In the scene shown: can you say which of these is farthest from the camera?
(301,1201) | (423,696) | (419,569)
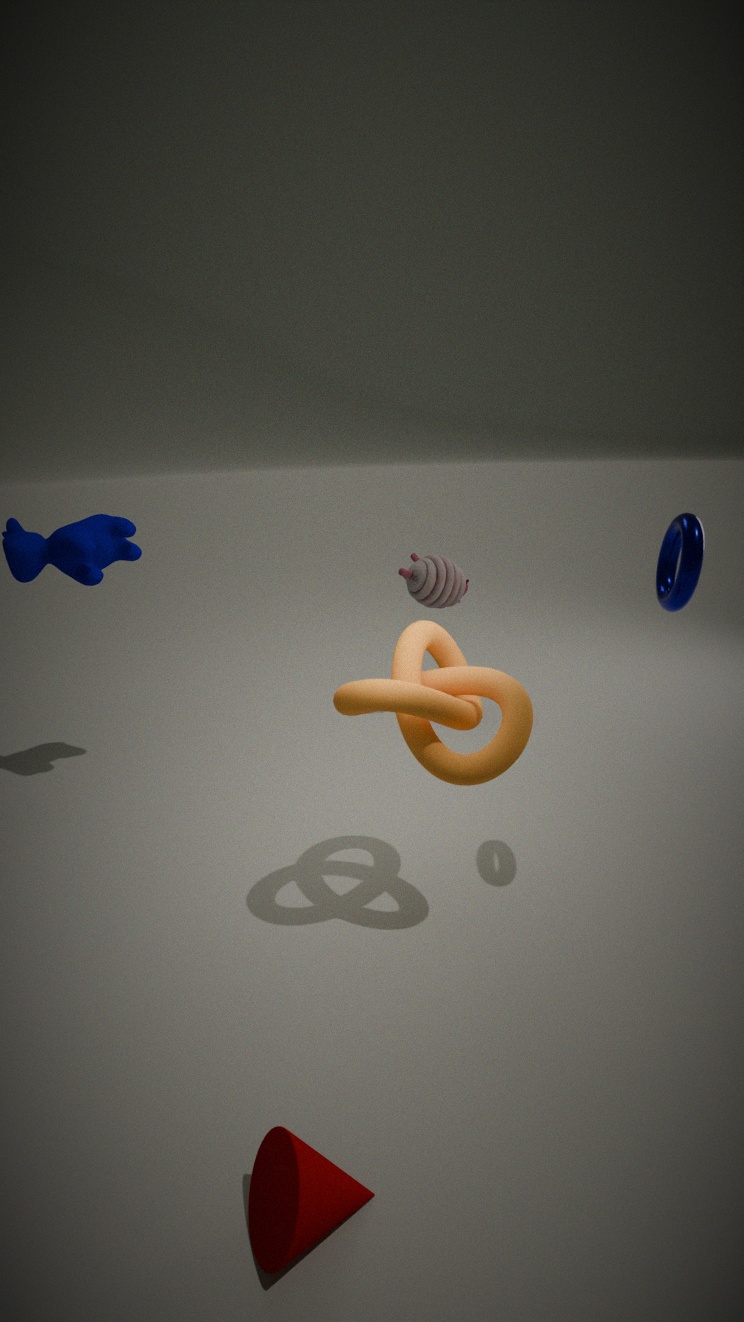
(419,569)
